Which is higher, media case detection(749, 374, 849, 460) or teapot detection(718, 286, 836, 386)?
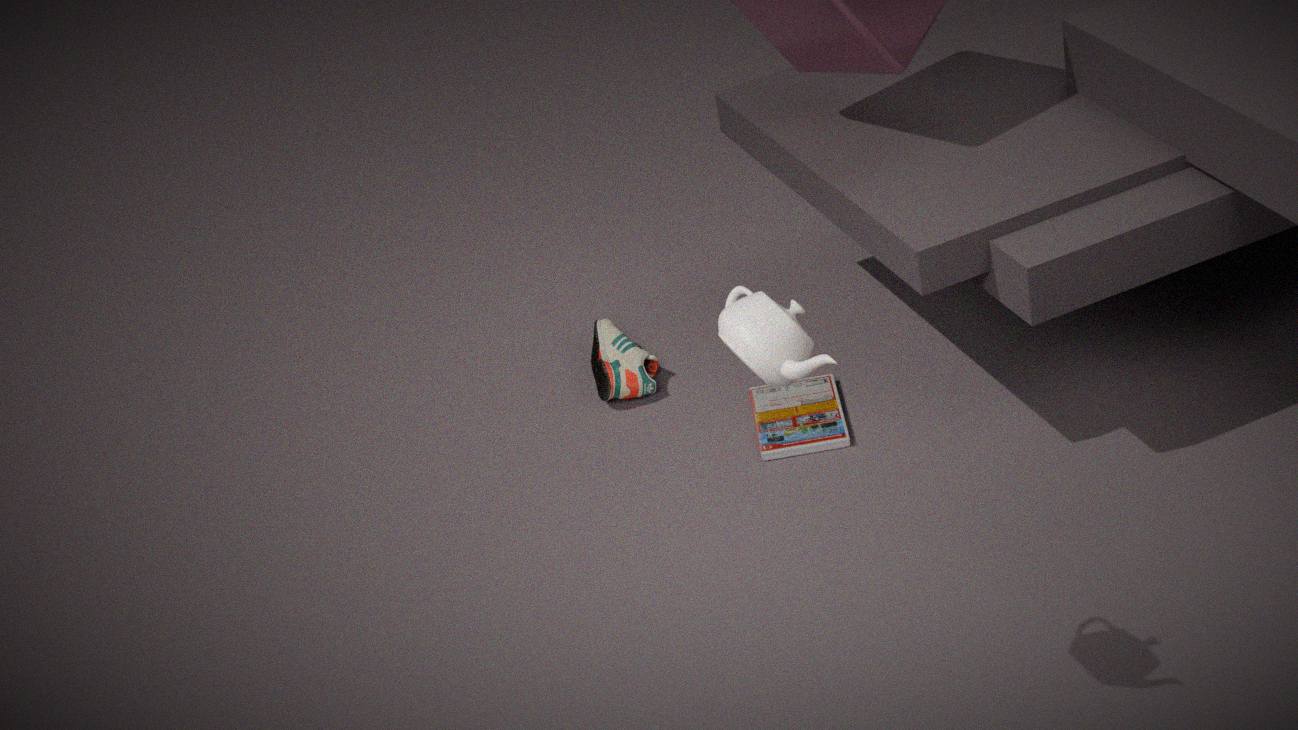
teapot detection(718, 286, 836, 386)
